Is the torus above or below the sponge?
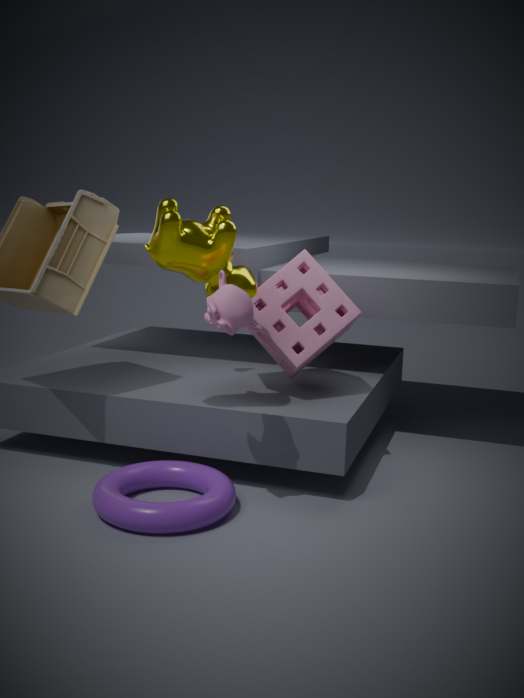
below
